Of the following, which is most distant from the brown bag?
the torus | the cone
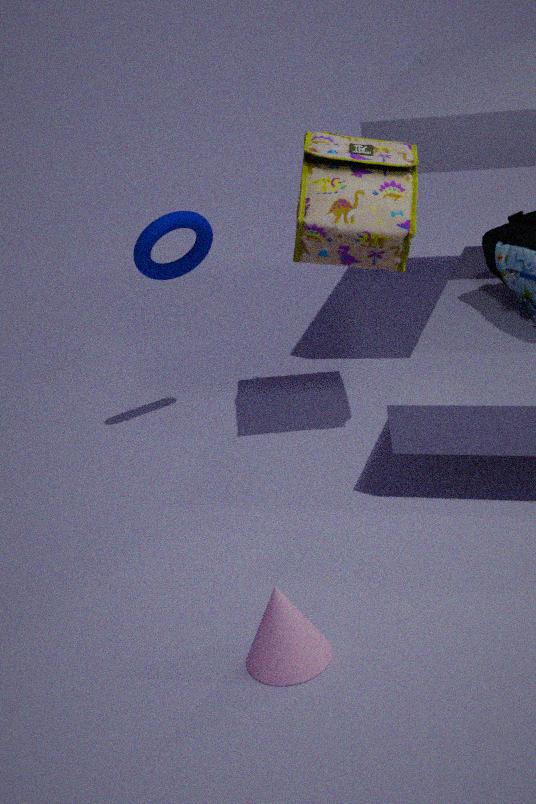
the cone
